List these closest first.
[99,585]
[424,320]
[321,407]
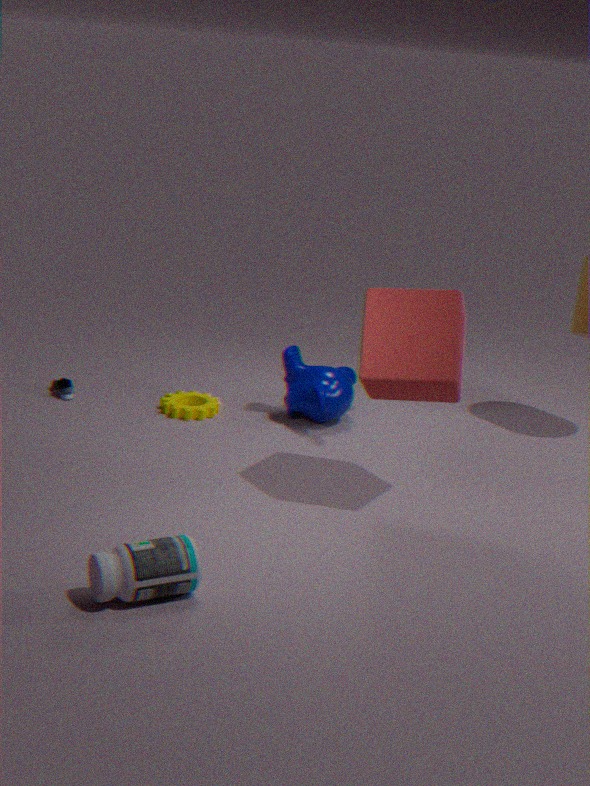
1. [99,585]
2. [424,320]
3. [321,407]
